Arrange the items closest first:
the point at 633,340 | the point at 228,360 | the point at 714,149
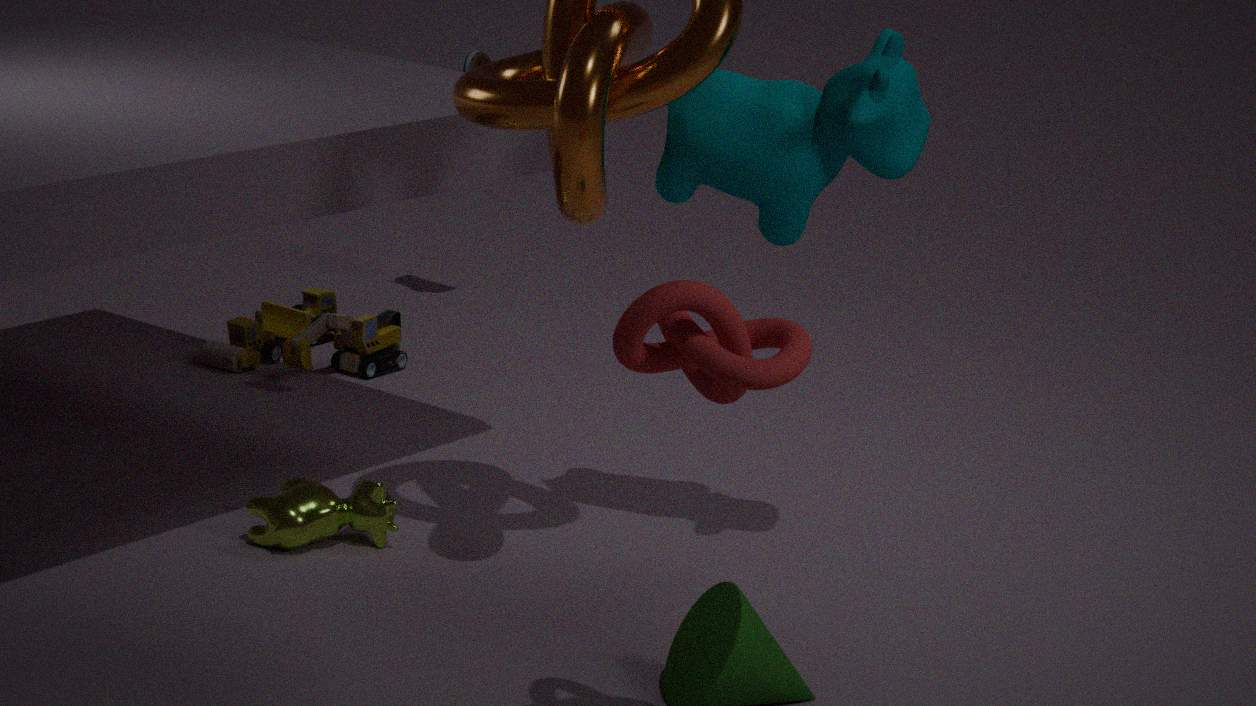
the point at 633,340 < the point at 714,149 < the point at 228,360
